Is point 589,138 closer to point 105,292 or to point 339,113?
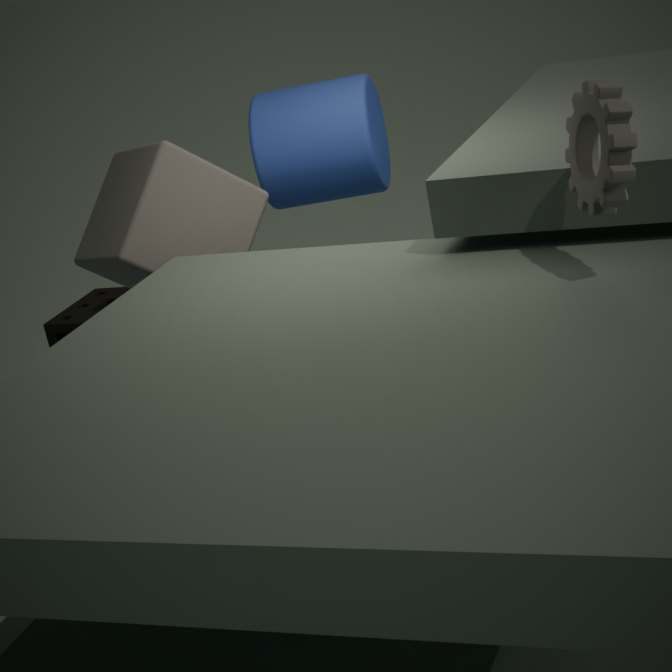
point 339,113
